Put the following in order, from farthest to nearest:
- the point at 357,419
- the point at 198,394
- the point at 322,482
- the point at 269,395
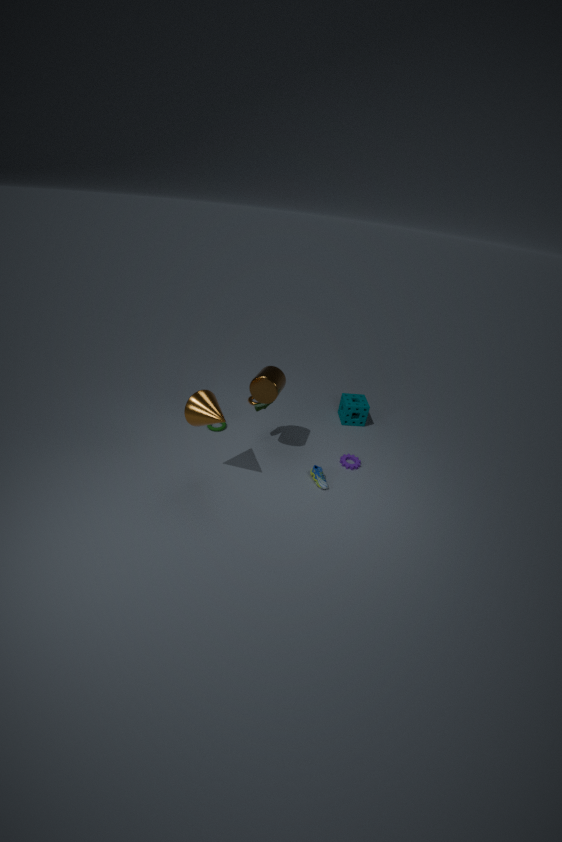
the point at 357,419
the point at 322,482
the point at 269,395
the point at 198,394
